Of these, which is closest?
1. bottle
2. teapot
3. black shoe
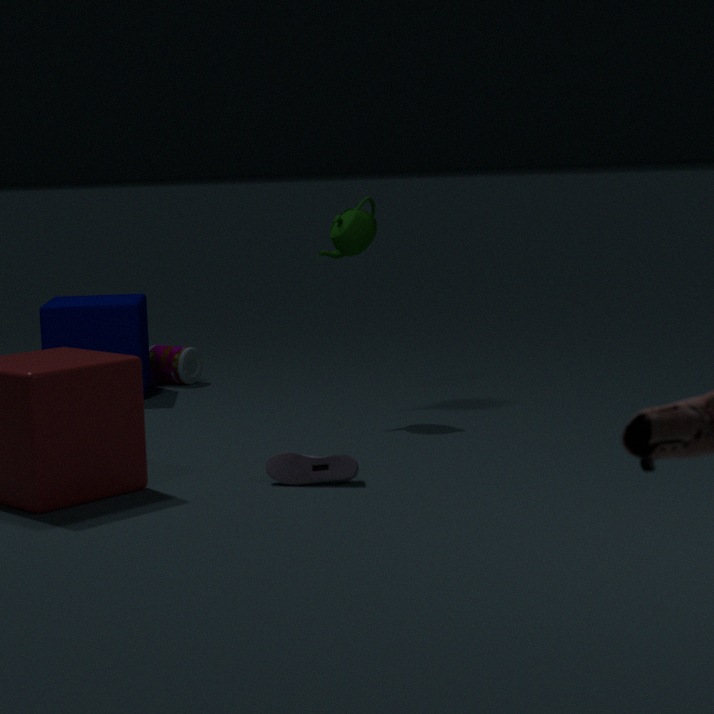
black shoe
